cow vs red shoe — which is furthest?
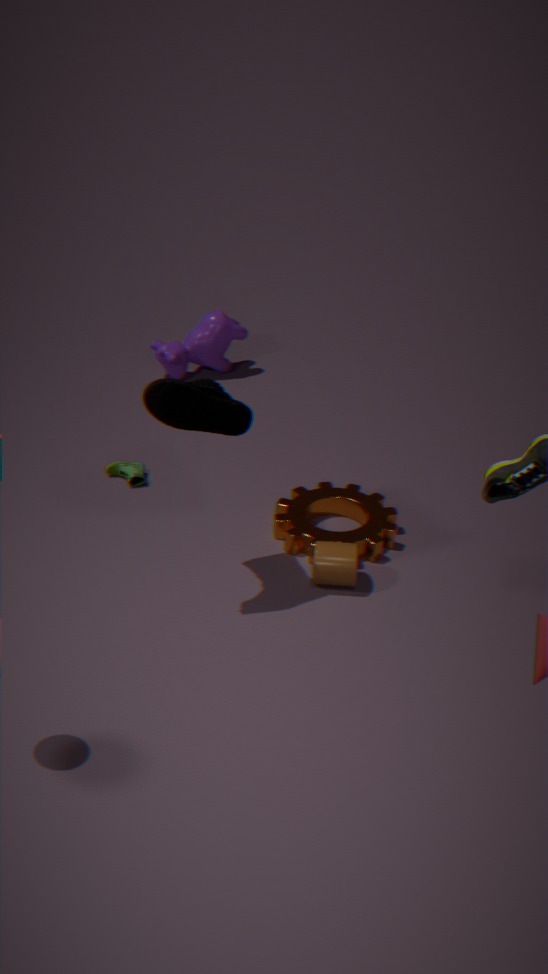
cow
